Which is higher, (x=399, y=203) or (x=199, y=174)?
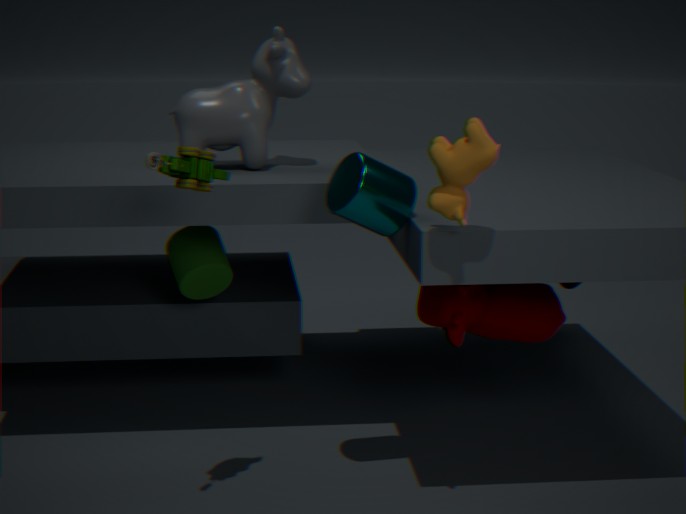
(x=199, y=174)
